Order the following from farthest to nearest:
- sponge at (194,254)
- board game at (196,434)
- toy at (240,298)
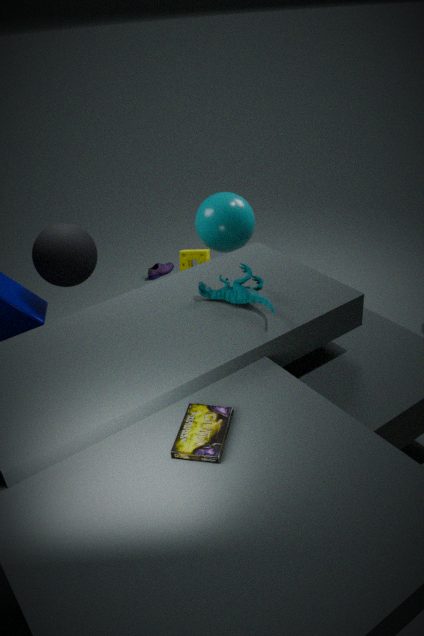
1. sponge at (194,254)
2. toy at (240,298)
3. board game at (196,434)
